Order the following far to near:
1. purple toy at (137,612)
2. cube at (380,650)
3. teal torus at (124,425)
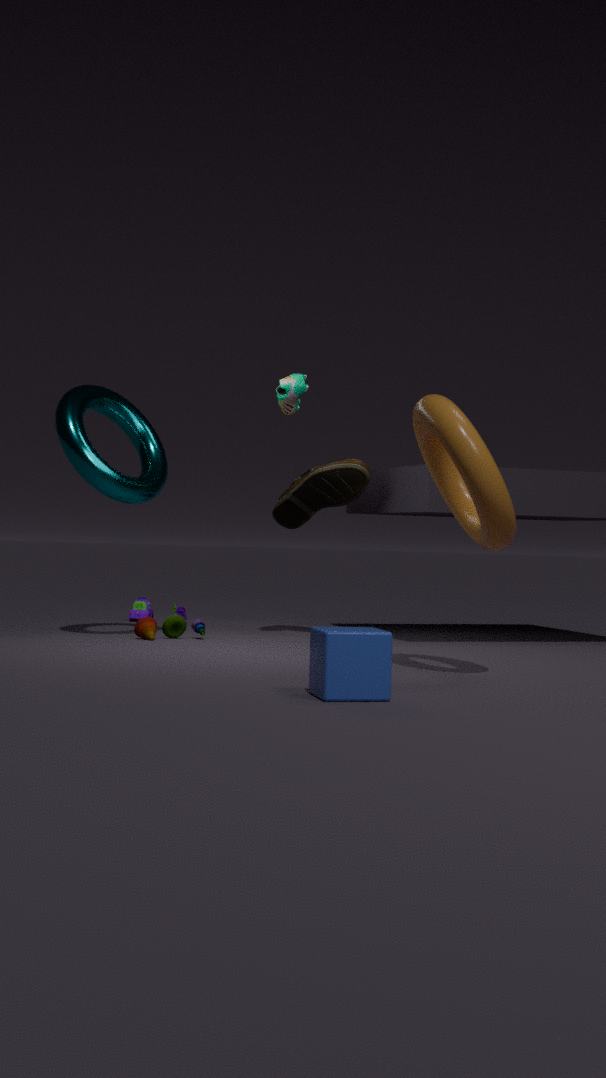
purple toy at (137,612) < teal torus at (124,425) < cube at (380,650)
